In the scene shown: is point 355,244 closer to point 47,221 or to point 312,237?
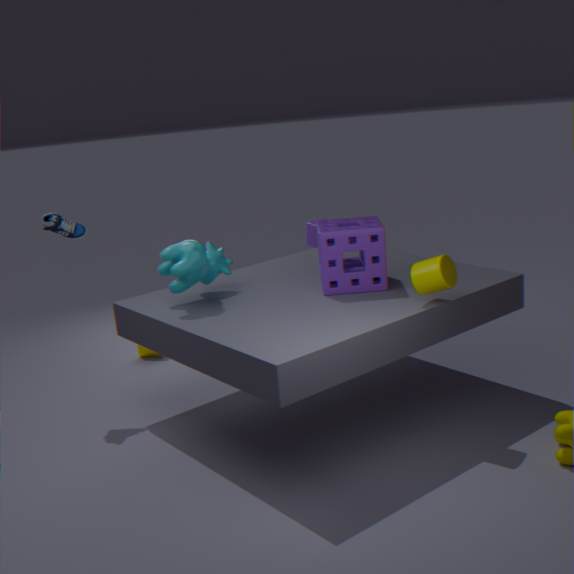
point 312,237
